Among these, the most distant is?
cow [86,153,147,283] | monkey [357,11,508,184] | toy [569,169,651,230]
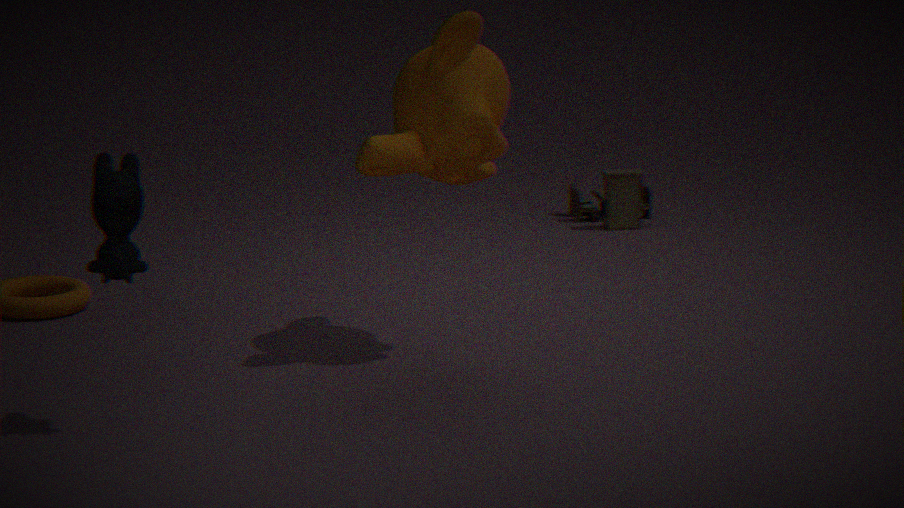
toy [569,169,651,230]
